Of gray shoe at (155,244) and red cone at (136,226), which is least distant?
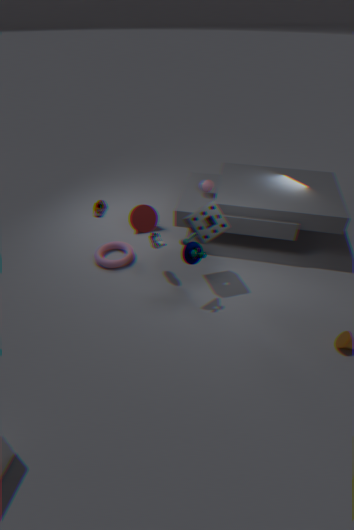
gray shoe at (155,244)
